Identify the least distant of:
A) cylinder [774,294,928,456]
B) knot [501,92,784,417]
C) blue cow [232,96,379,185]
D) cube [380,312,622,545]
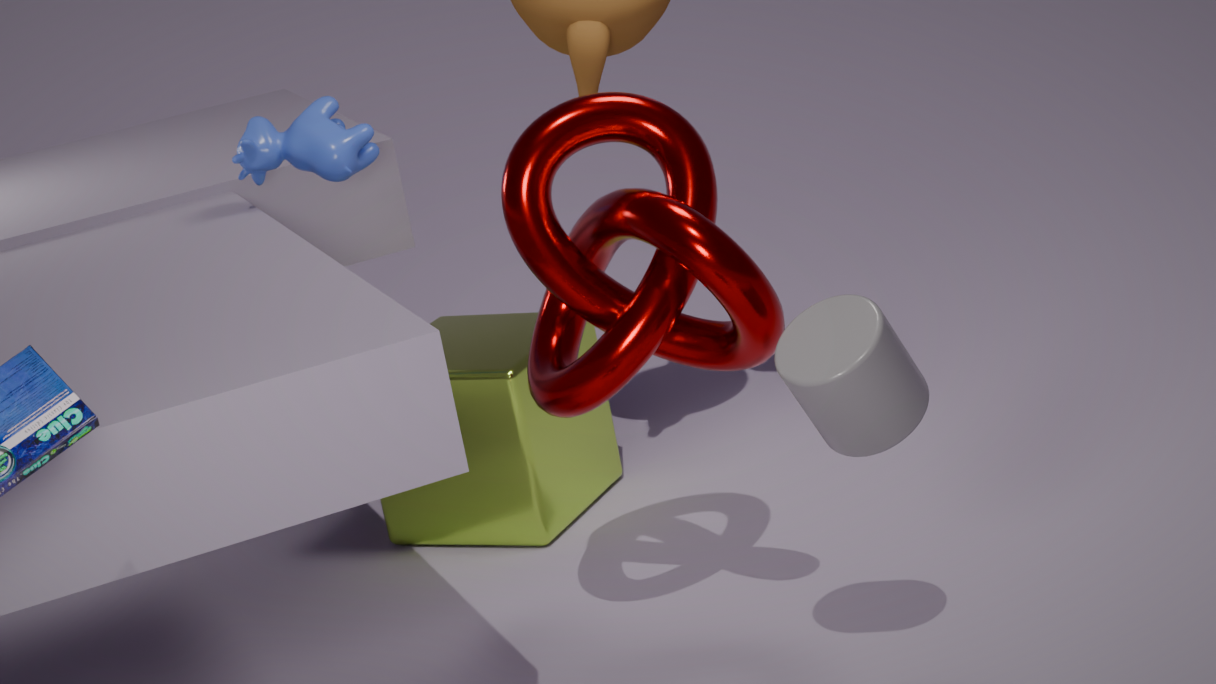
cylinder [774,294,928,456]
